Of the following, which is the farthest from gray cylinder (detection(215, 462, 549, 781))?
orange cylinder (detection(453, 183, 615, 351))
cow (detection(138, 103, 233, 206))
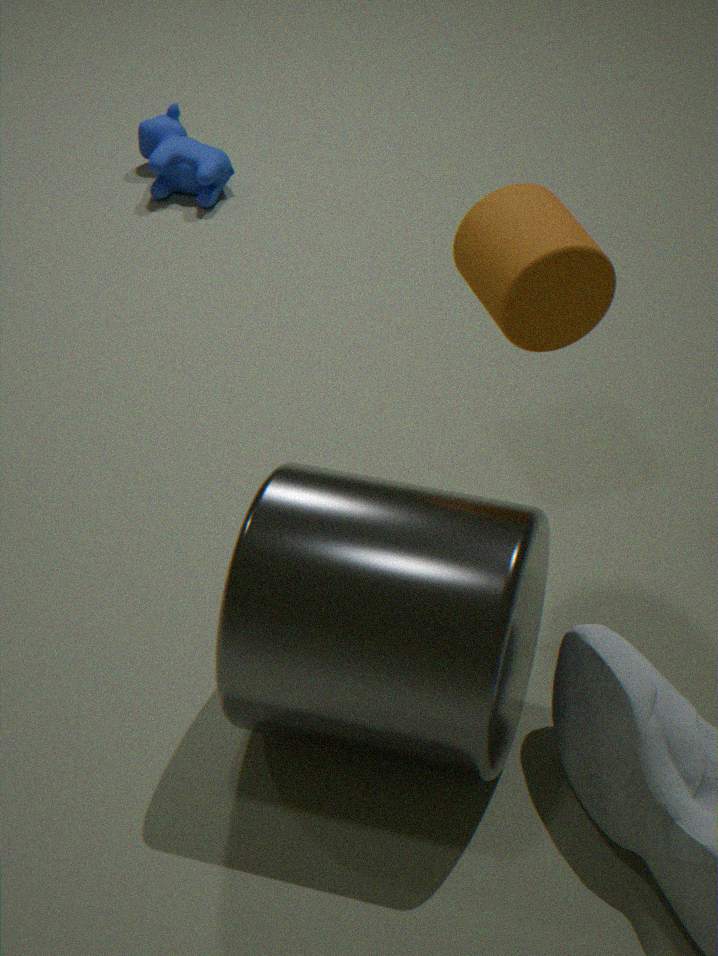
cow (detection(138, 103, 233, 206))
